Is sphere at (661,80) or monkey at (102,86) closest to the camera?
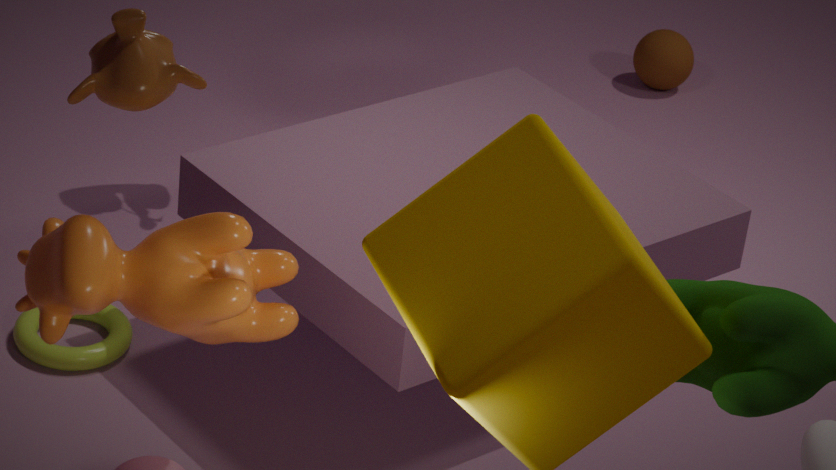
monkey at (102,86)
